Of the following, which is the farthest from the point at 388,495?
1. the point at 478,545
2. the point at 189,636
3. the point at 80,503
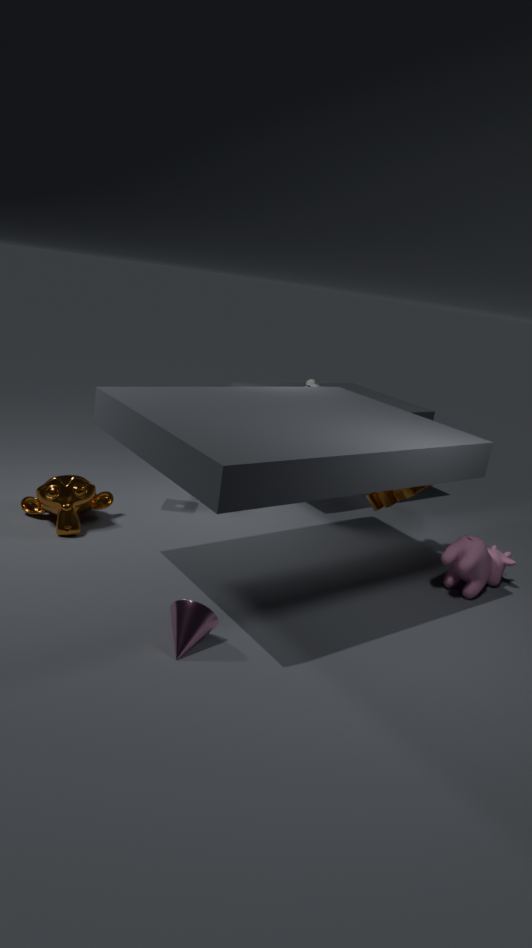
the point at 80,503
